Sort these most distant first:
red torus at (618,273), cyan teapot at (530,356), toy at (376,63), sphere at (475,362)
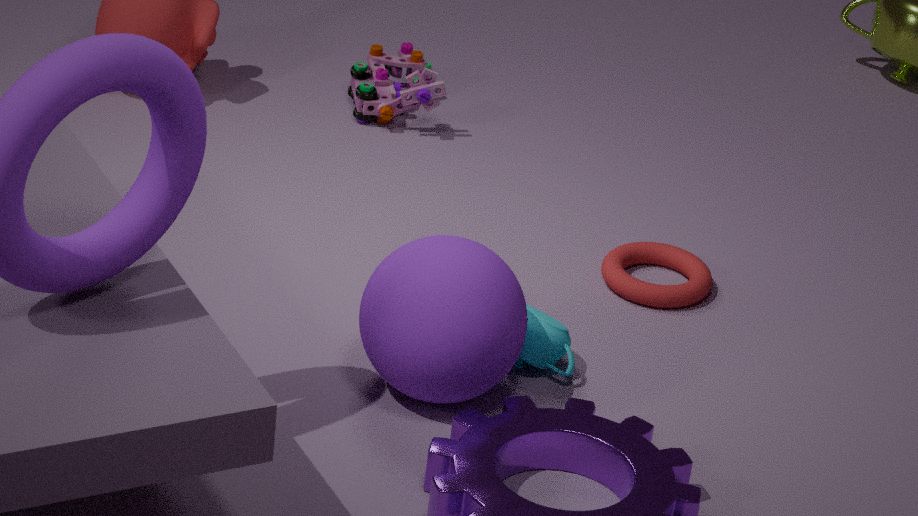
toy at (376,63) → red torus at (618,273) → cyan teapot at (530,356) → sphere at (475,362)
